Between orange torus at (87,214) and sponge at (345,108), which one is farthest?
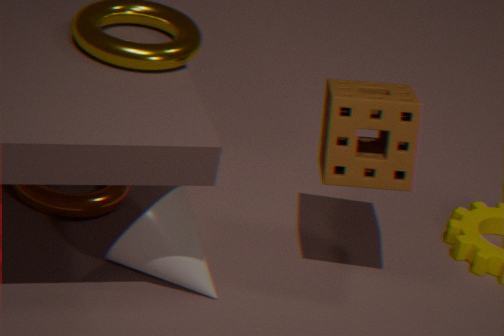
orange torus at (87,214)
